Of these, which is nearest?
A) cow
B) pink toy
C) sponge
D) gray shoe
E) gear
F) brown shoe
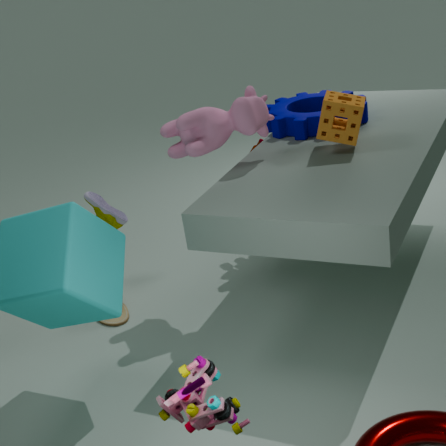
pink toy
